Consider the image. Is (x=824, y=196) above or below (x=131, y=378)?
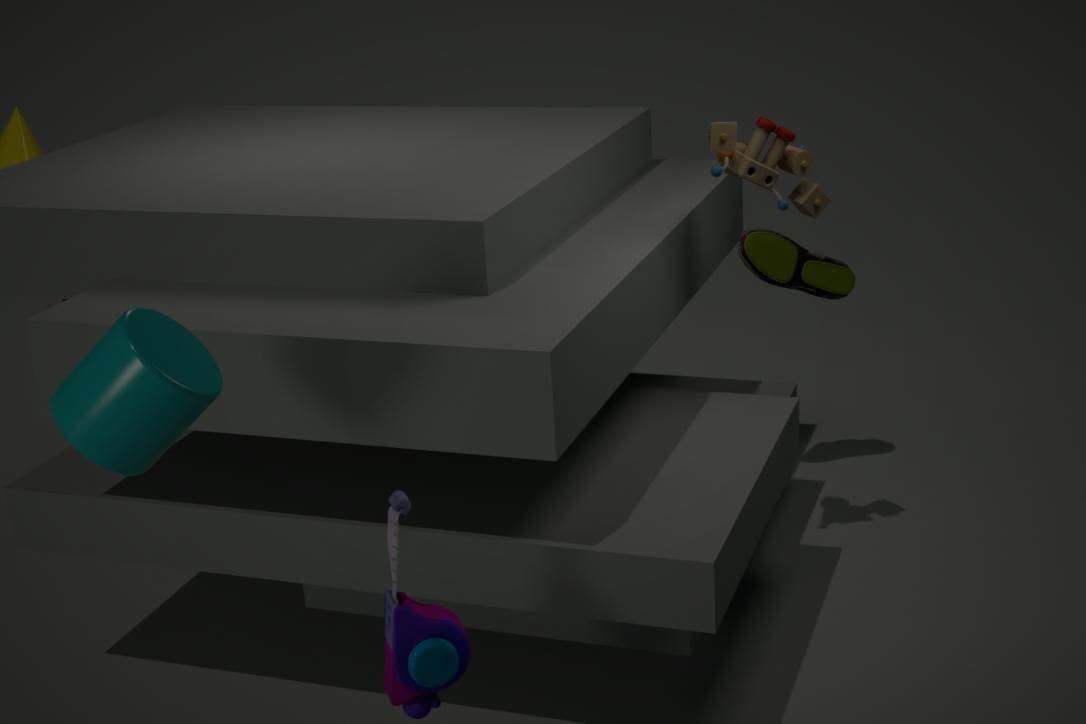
above
